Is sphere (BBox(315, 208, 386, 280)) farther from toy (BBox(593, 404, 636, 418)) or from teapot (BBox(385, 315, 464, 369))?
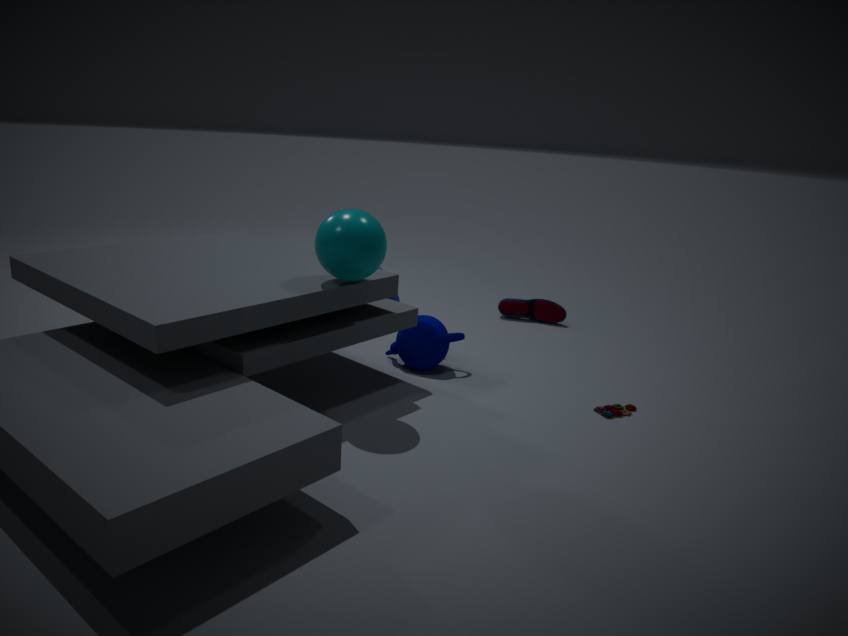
toy (BBox(593, 404, 636, 418))
